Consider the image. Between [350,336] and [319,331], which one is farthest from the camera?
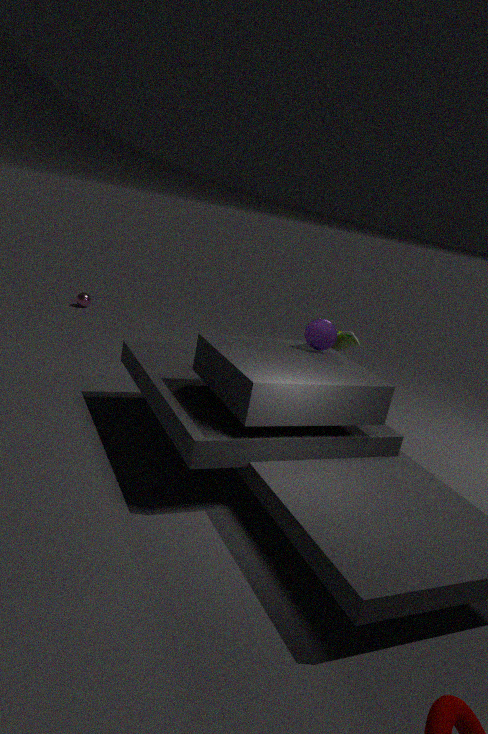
[350,336]
